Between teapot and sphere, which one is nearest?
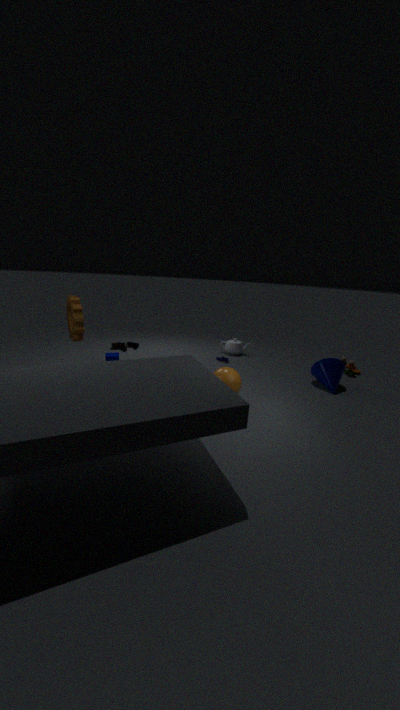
sphere
